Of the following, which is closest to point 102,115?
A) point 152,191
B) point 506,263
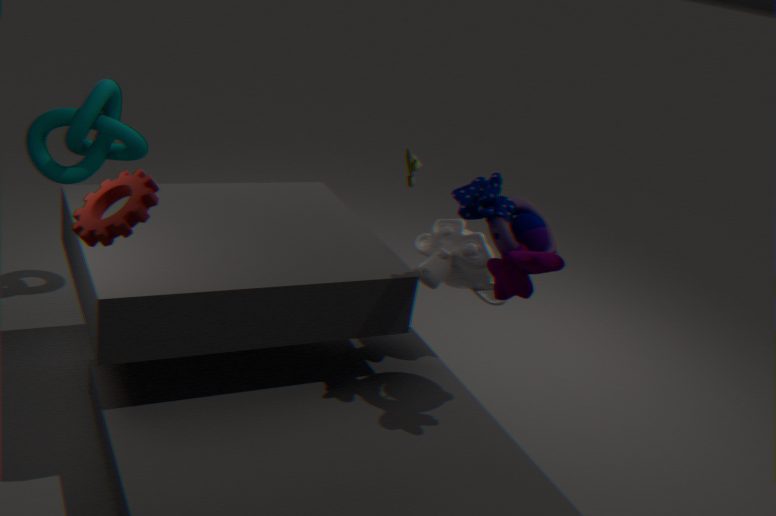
point 152,191
